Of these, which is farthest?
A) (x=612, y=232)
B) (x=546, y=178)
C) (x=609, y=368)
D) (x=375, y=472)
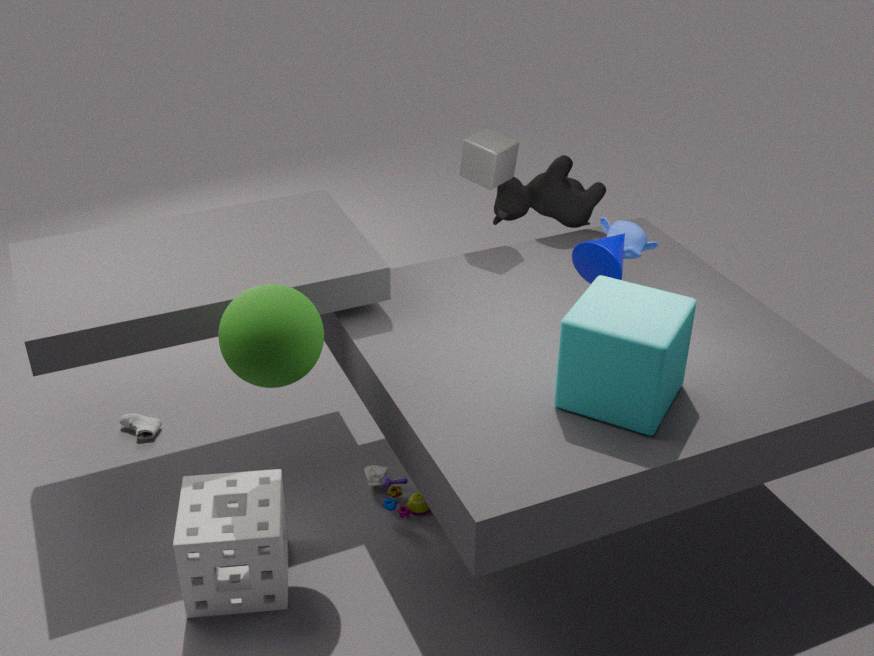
(x=546, y=178)
